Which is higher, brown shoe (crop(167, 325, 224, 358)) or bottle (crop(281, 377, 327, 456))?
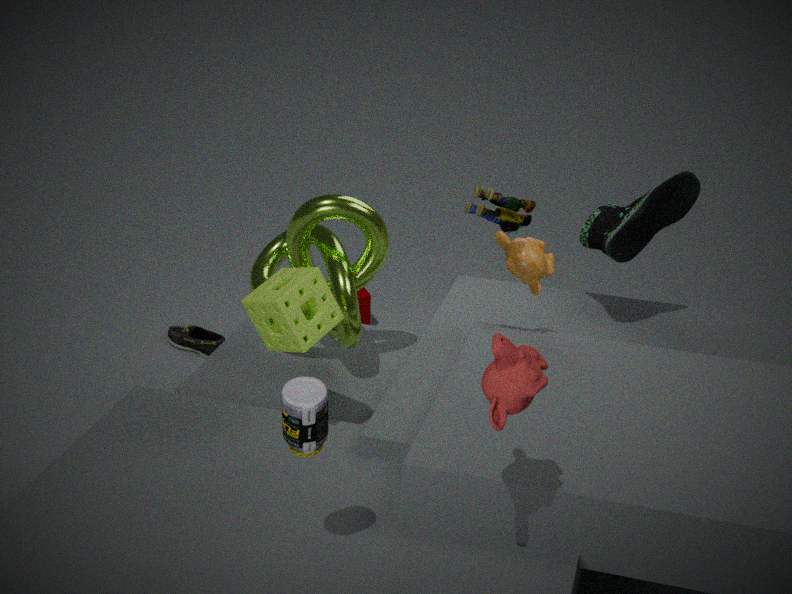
bottle (crop(281, 377, 327, 456))
